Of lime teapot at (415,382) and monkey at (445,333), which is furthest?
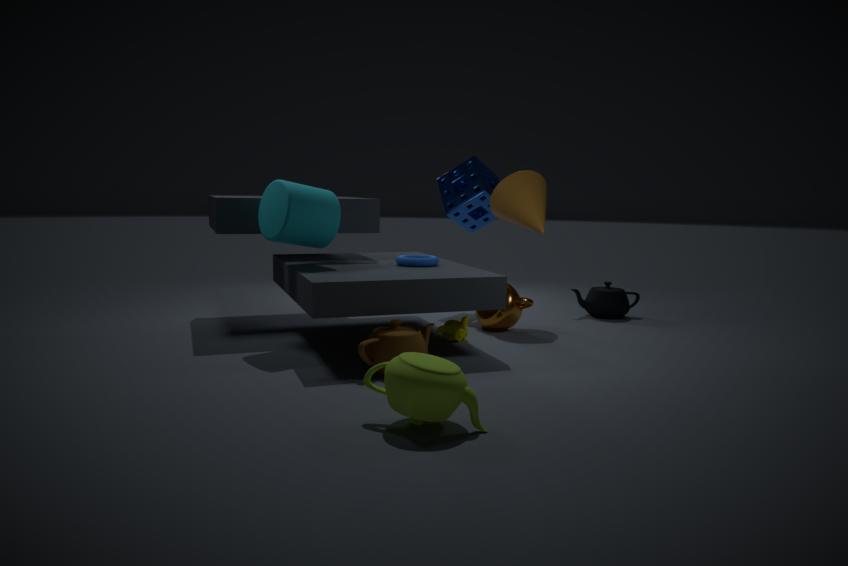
monkey at (445,333)
